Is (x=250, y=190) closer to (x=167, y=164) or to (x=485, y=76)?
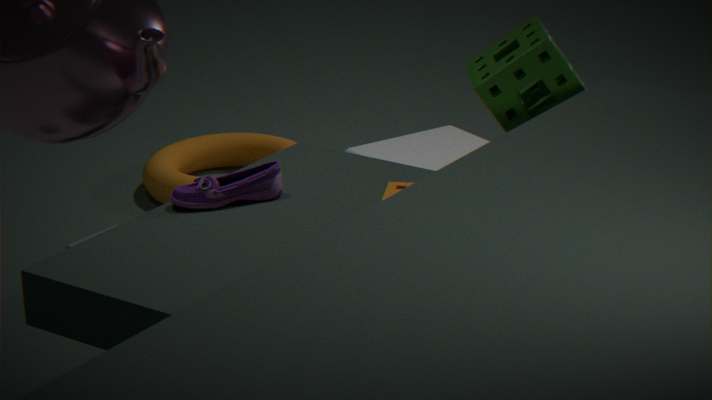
(x=485, y=76)
